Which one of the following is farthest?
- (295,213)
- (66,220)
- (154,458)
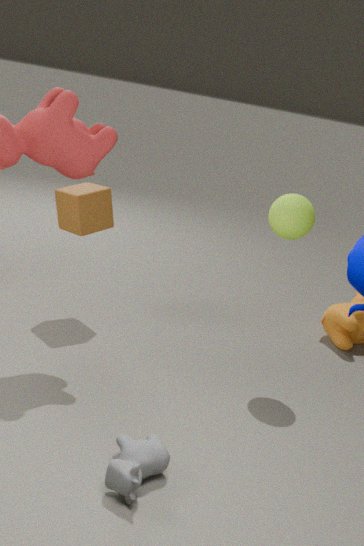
(66,220)
